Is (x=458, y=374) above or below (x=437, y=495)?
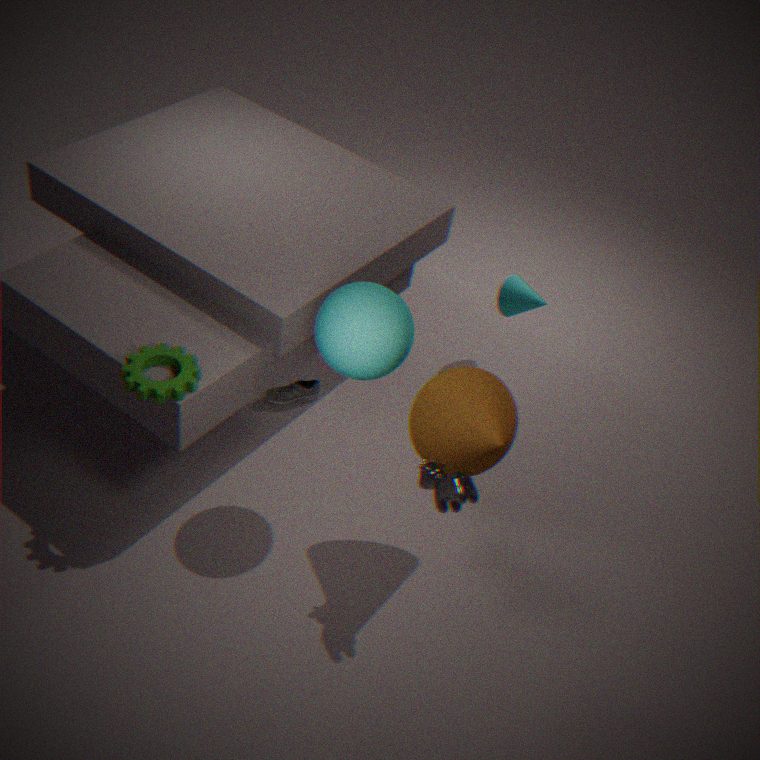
above
